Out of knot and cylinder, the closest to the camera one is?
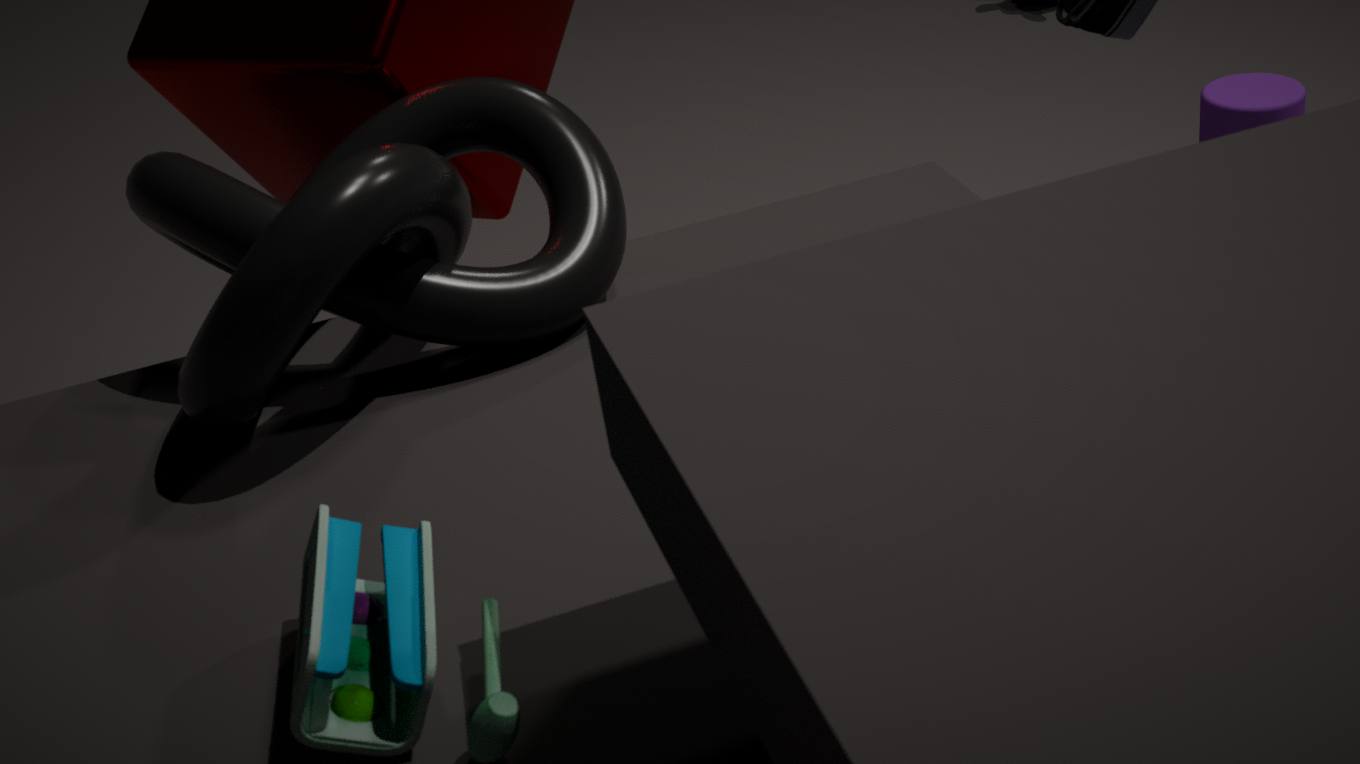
knot
